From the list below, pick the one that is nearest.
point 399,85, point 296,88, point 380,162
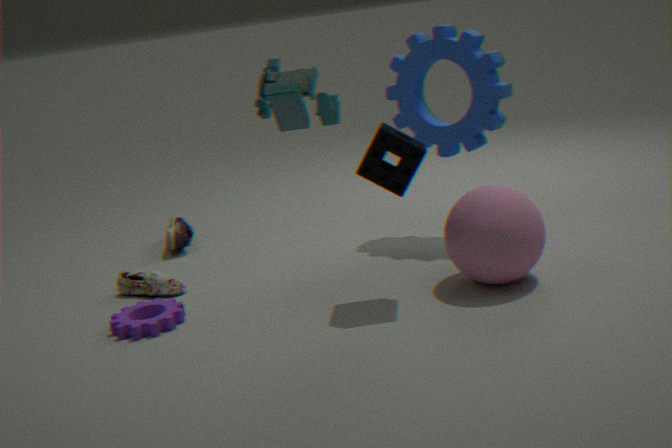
point 296,88
